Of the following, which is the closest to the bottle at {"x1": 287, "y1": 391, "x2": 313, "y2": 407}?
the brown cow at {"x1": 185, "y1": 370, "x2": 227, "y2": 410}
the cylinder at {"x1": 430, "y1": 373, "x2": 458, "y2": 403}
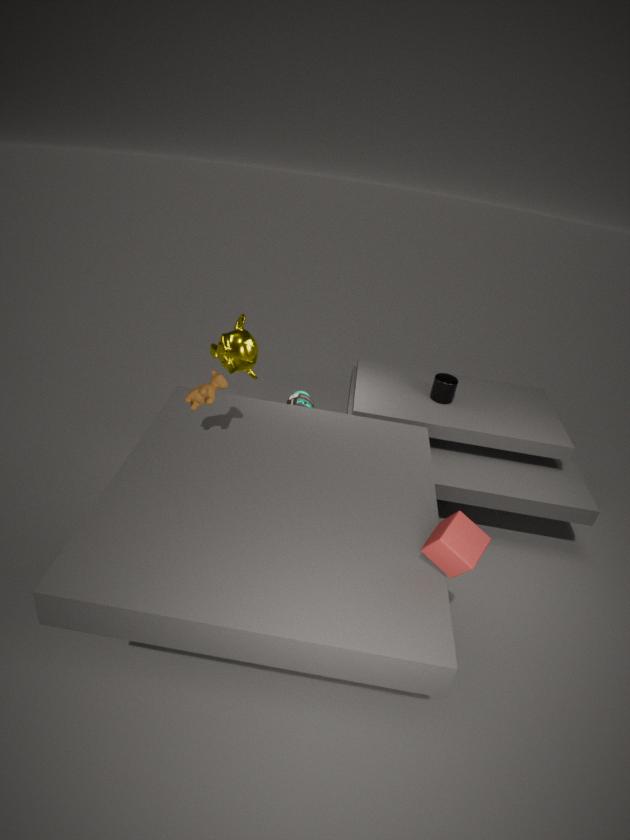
the brown cow at {"x1": 185, "y1": 370, "x2": 227, "y2": 410}
